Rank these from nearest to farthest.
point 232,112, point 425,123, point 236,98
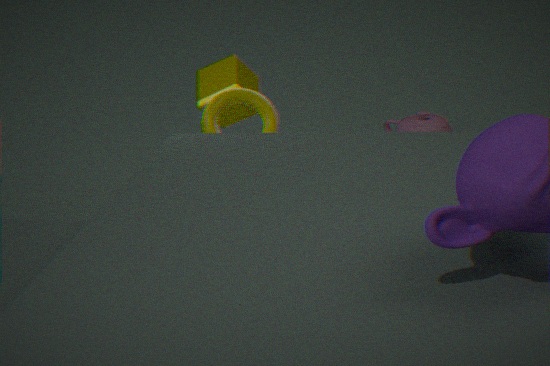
point 236,98, point 232,112, point 425,123
